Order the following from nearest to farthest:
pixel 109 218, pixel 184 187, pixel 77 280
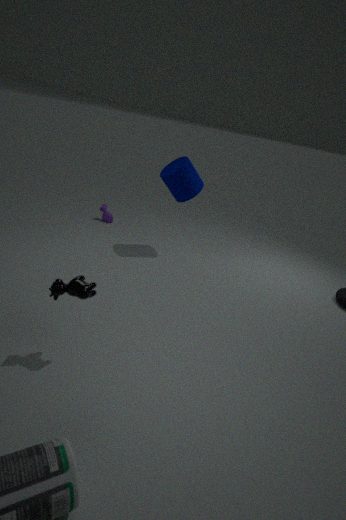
pixel 77 280 → pixel 184 187 → pixel 109 218
